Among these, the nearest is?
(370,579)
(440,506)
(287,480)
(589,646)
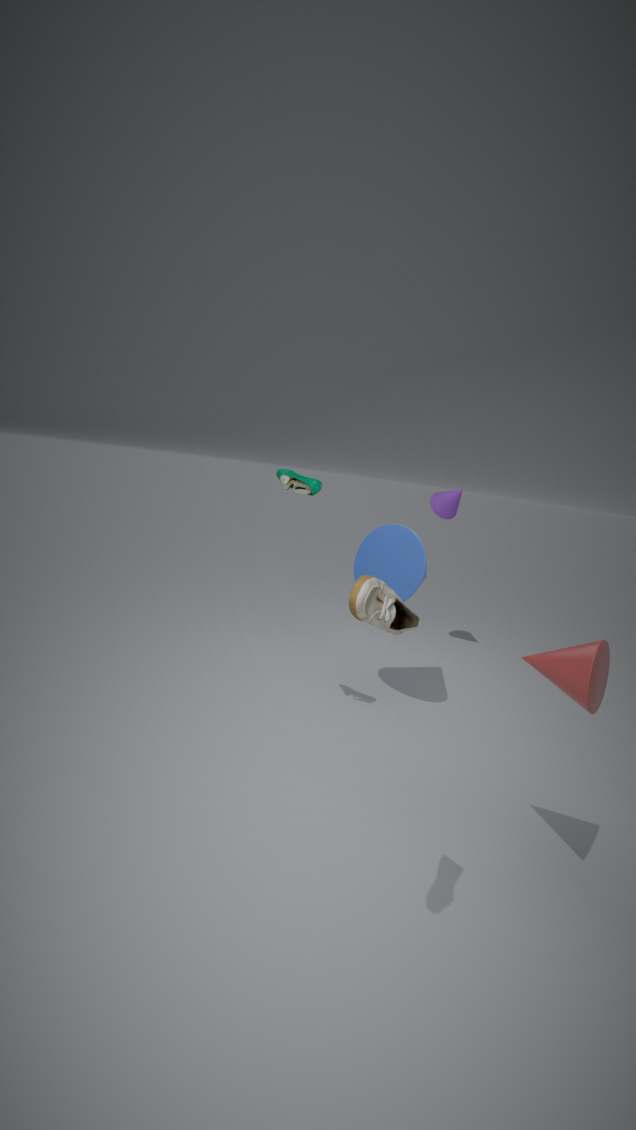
(370,579)
